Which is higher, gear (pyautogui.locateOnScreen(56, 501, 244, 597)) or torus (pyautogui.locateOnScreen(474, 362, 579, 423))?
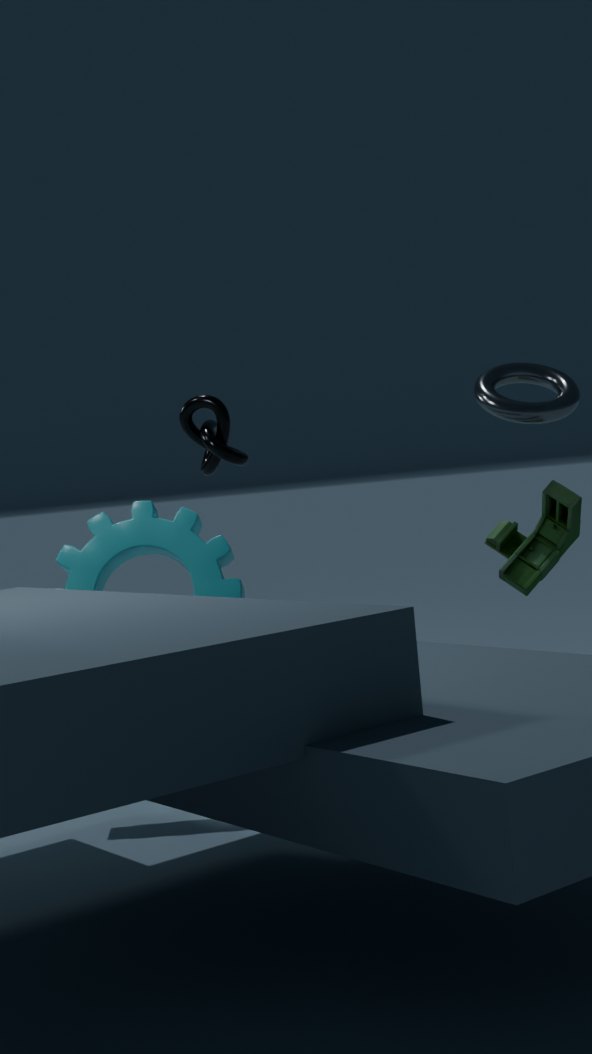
torus (pyautogui.locateOnScreen(474, 362, 579, 423))
